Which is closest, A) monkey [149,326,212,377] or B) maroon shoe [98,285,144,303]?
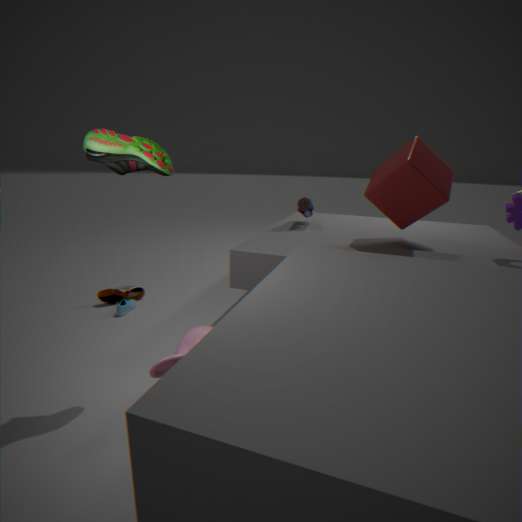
A. monkey [149,326,212,377]
